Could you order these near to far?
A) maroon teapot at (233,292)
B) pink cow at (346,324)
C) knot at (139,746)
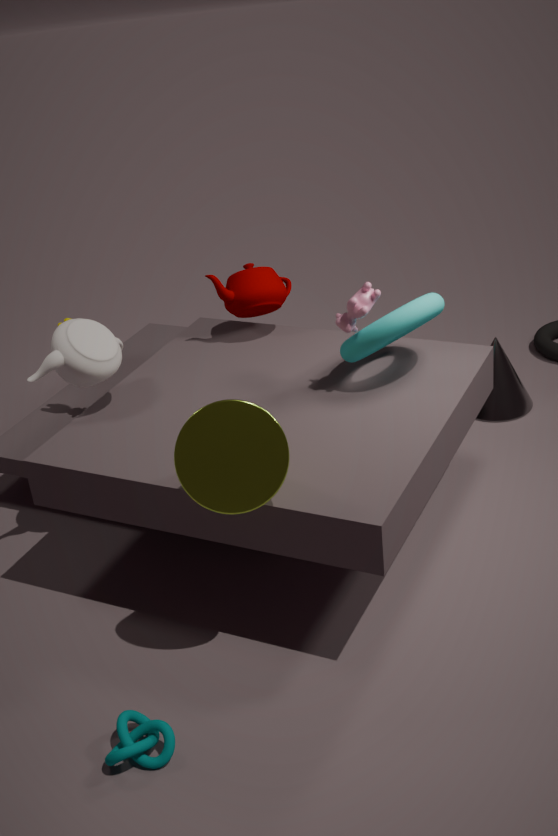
knot at (139,746) < pink cow at (346,324) < maroon teapot at (233,292)
